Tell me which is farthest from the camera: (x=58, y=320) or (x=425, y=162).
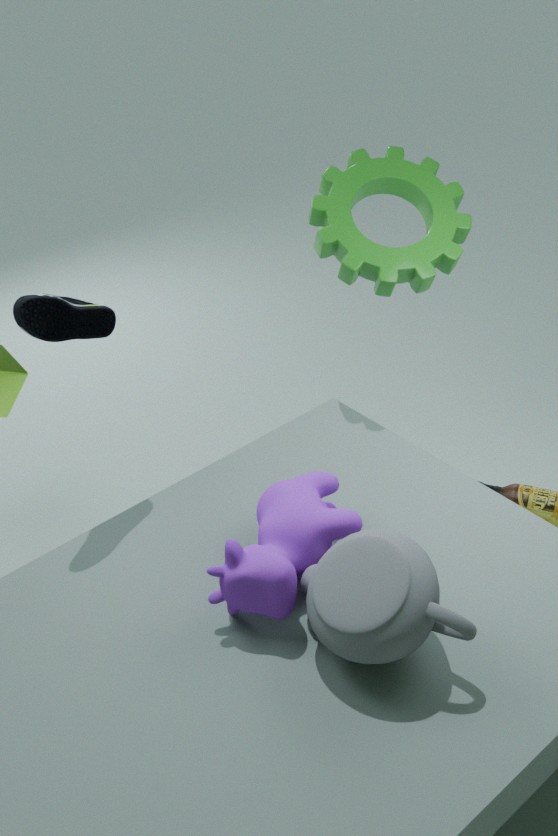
(x=425, y=162)
